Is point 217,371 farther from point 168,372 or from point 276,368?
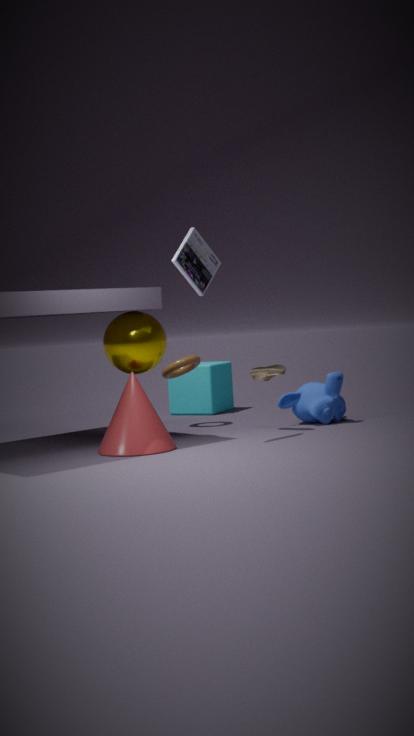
point 276,368
